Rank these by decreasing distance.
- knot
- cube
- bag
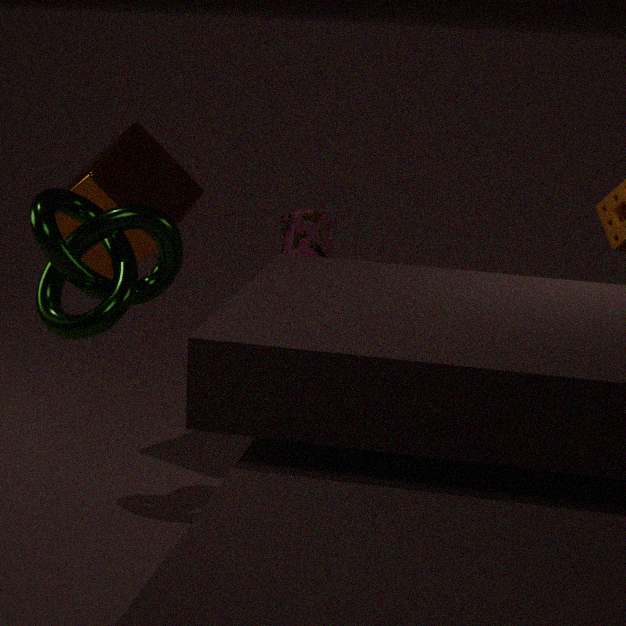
bag
cube
knot
